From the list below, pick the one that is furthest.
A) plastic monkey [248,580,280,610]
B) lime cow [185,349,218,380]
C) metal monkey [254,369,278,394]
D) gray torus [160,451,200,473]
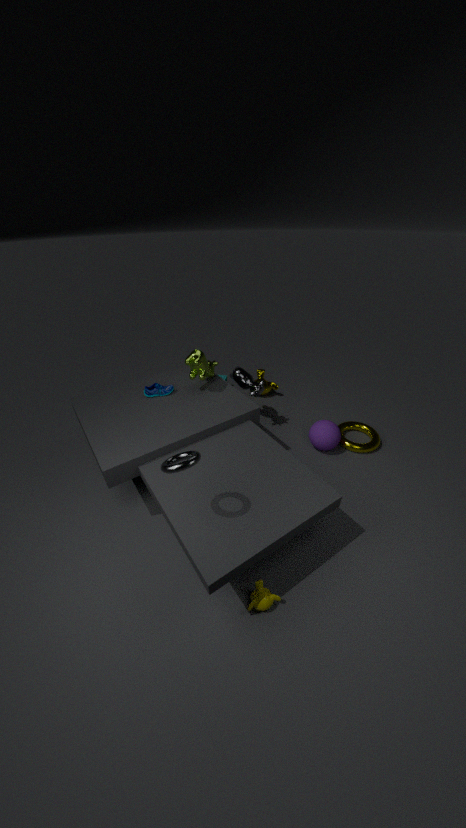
metal monkey [254,369,278,394]
